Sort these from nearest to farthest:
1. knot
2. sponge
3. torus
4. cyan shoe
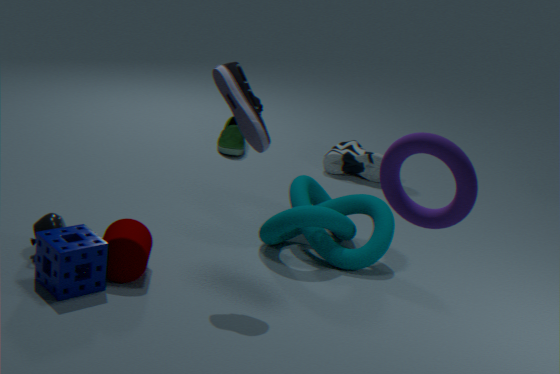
torus, sponge, knot, cyan shoe
